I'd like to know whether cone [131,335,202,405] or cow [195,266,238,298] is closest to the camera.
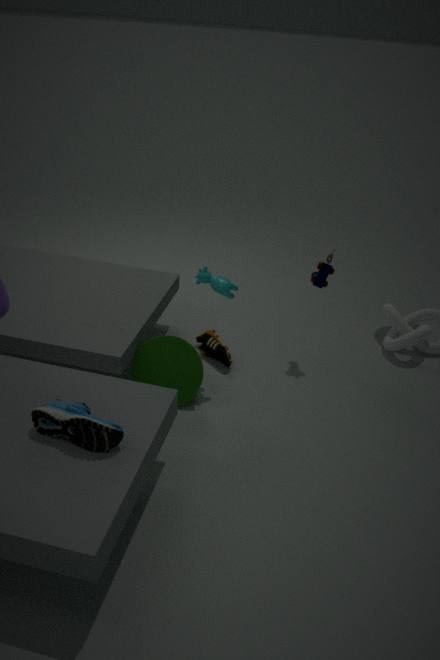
cow [195,266,238,298]
